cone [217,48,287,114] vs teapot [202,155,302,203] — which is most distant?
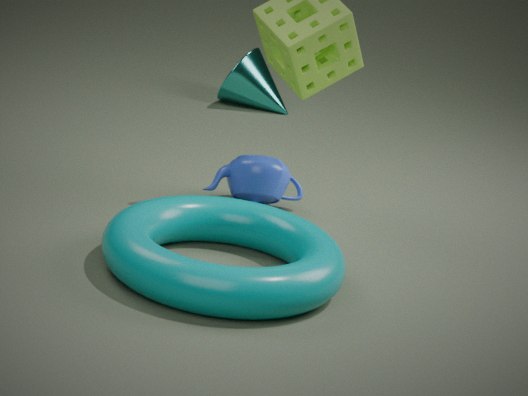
cone [217,48,287,114]
